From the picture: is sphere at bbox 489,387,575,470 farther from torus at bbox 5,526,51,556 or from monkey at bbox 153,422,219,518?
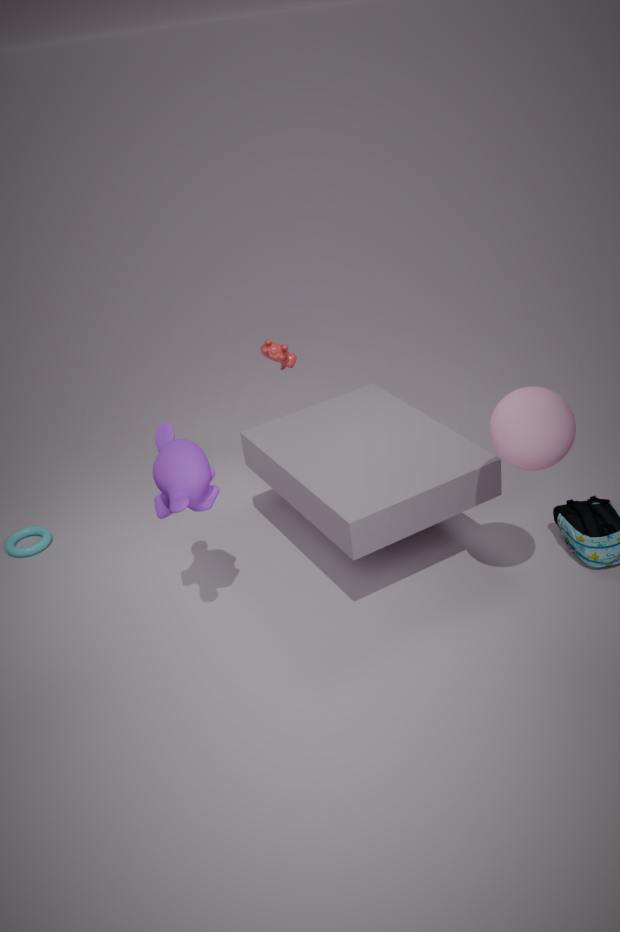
torus at bbox 5,526,51,556
